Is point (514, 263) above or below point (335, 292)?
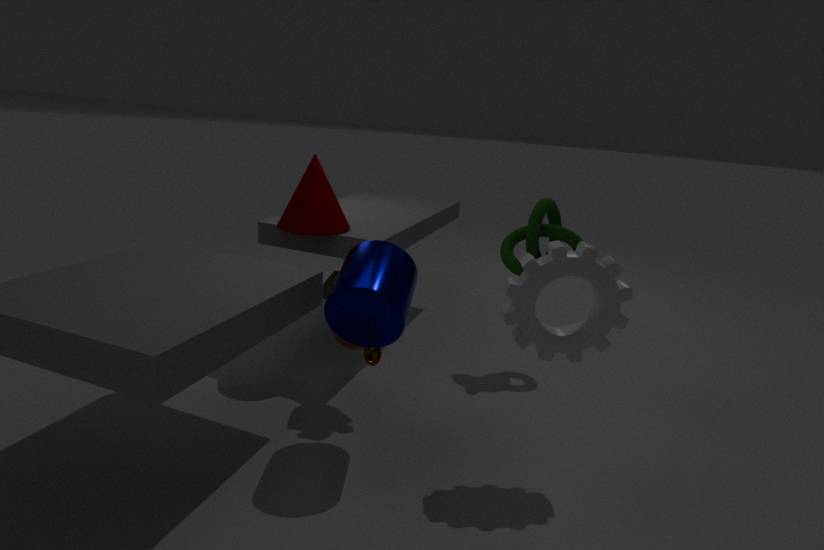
above
